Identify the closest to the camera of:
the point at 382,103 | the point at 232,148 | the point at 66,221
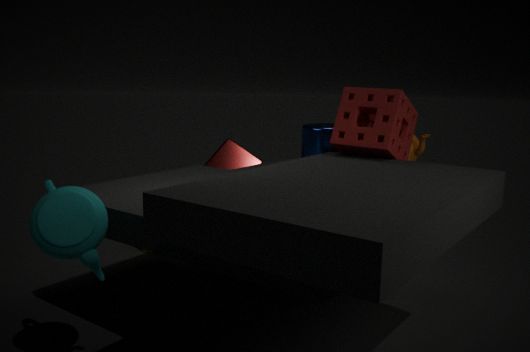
the point at 66,221
